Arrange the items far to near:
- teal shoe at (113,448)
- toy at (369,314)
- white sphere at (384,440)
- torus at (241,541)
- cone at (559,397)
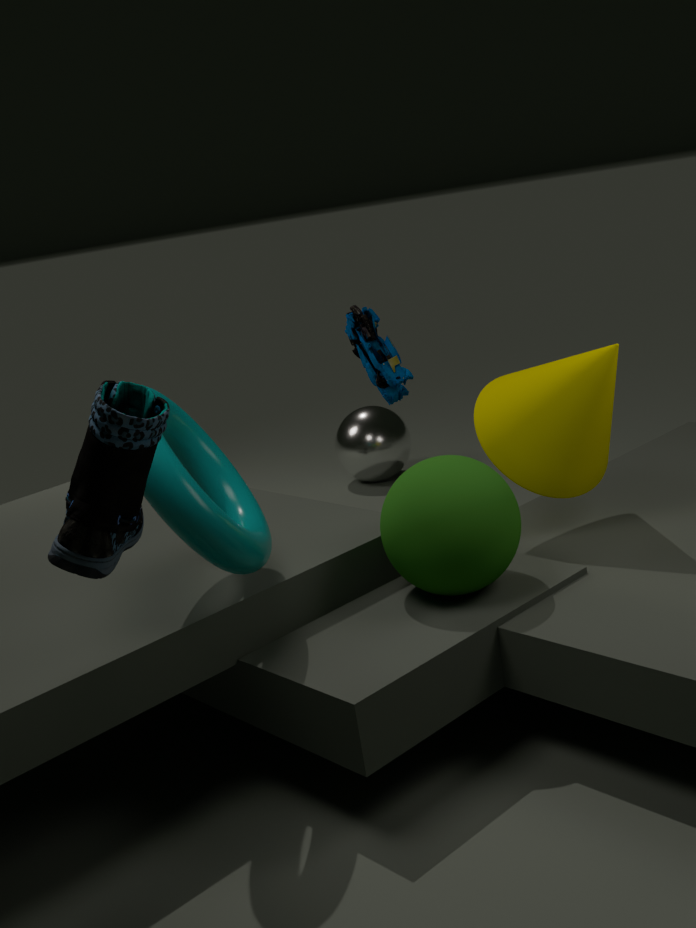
white sphere at (384,440)
toy at (369,314)
cone at (559,397)
torus at (241,541)
teal shoe at (113,448)
